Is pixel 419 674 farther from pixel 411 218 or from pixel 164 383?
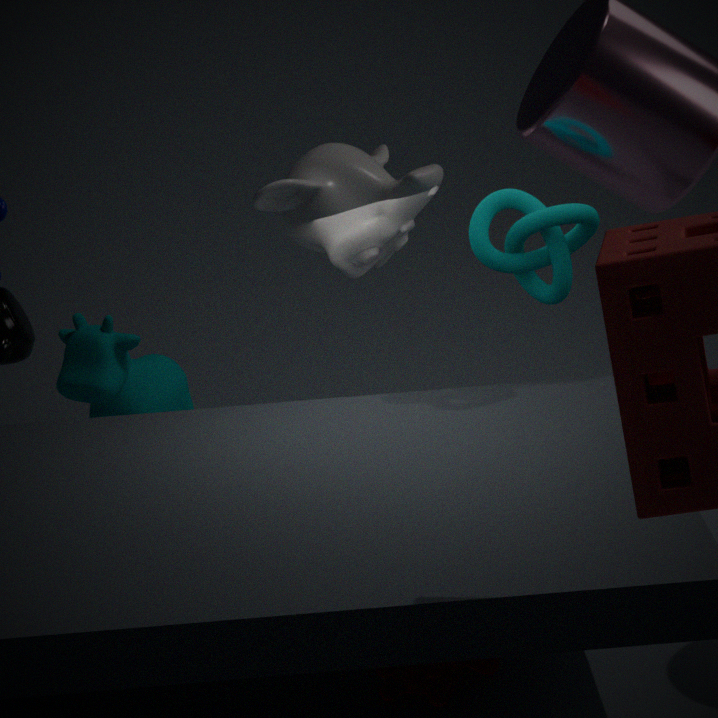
pixel 164 383
